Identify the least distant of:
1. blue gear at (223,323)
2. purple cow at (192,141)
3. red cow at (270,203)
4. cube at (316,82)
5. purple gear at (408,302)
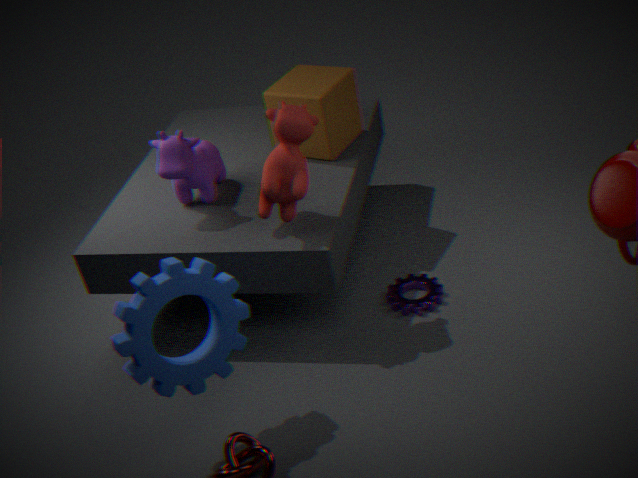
blue gear at (223,323)
